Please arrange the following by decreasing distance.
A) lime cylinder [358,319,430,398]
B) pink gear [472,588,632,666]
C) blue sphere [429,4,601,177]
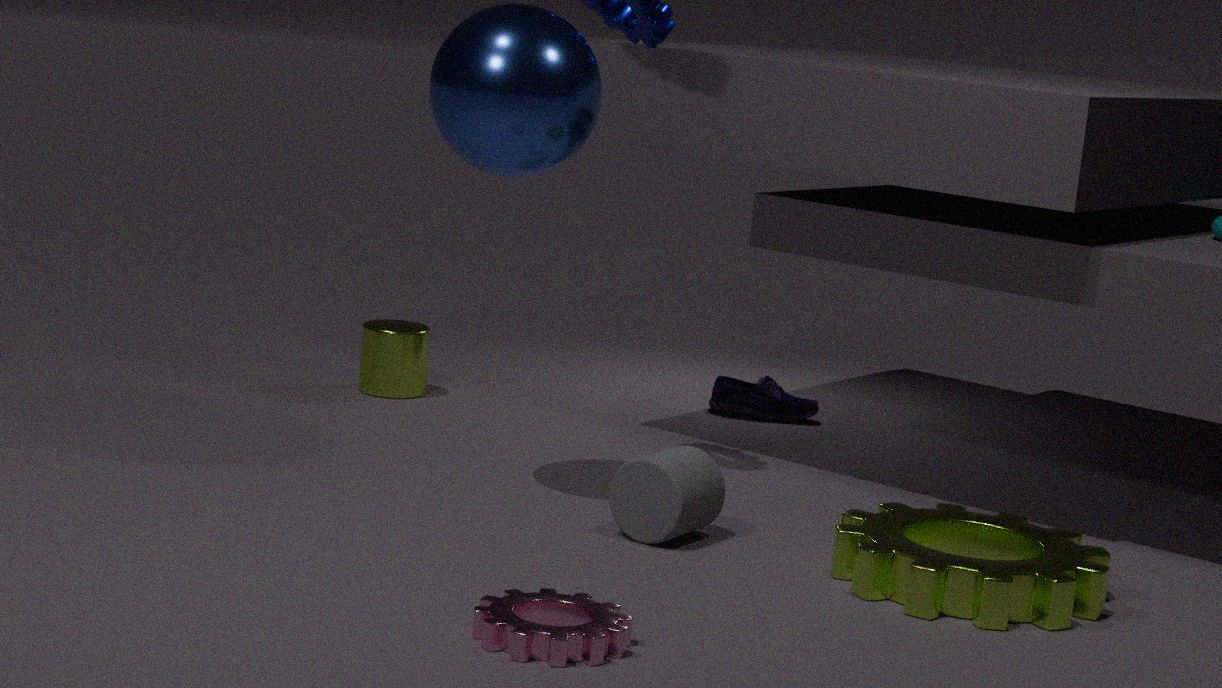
lime cylinder [358,319,430,398] < blue sphere [429,4,601,177] < pink gear [472,588,632,666]
